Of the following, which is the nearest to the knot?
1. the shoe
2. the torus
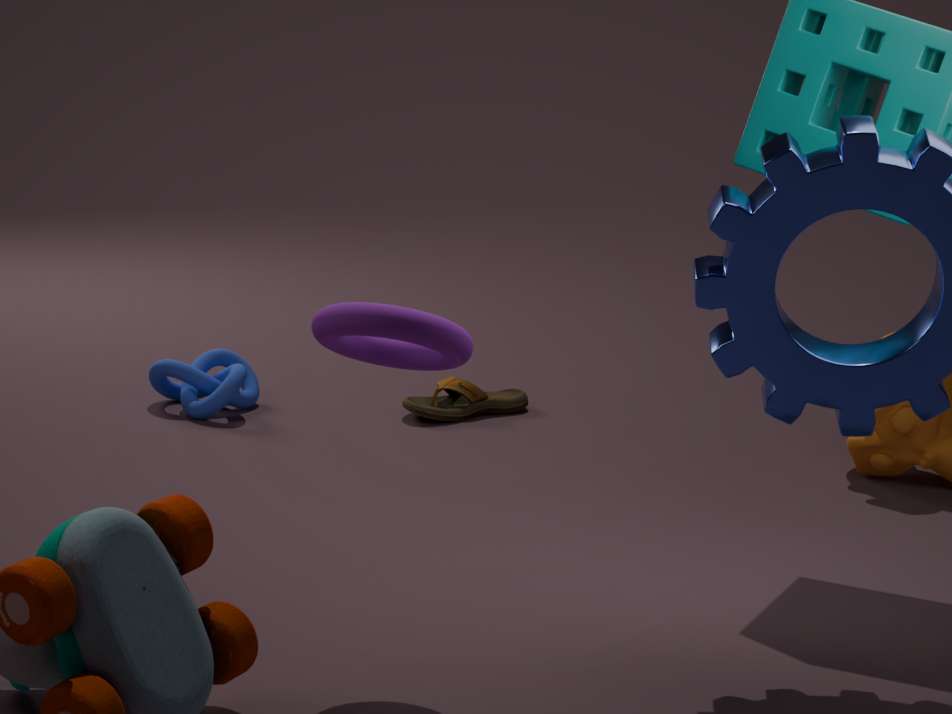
the shoe
